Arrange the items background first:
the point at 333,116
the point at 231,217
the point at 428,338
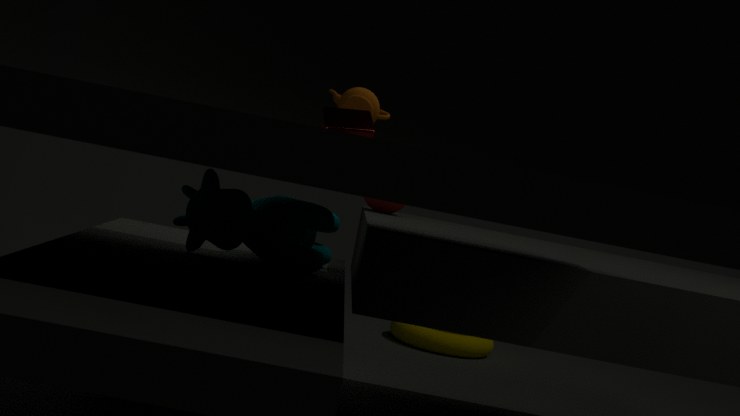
the point at 428,338 < the point at 333,116 < the point at 231,217
